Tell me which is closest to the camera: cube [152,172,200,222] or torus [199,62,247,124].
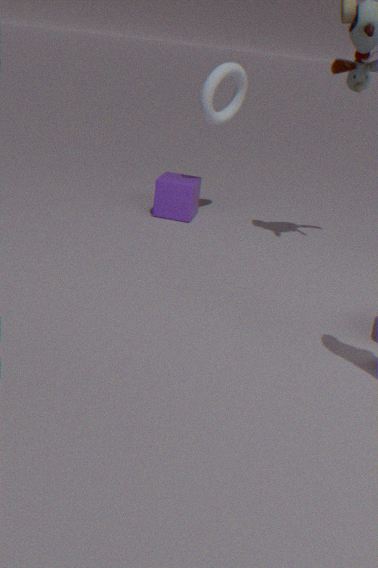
torus [199,62,247,124]
